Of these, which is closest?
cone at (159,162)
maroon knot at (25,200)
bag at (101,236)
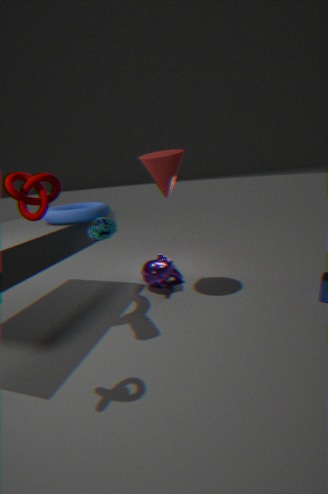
maroon knot at (25,200)
